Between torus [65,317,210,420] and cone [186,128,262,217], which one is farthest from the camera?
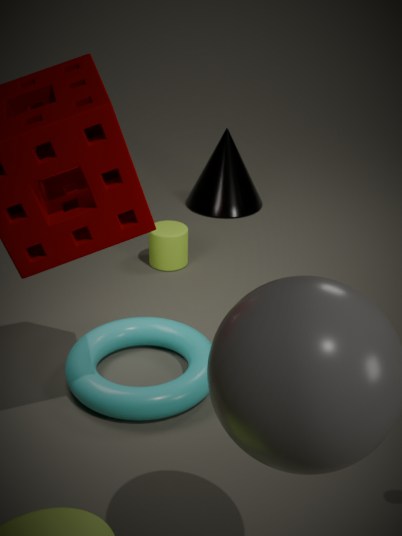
cone [186,128,262,217]
